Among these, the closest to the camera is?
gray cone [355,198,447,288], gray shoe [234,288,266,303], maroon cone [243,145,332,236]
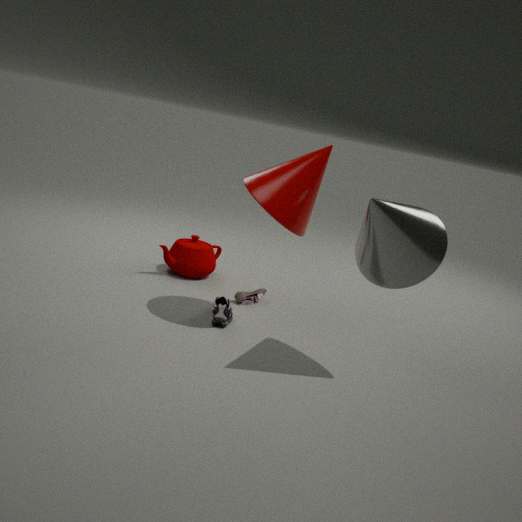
gray cone [355,198,447,288]
